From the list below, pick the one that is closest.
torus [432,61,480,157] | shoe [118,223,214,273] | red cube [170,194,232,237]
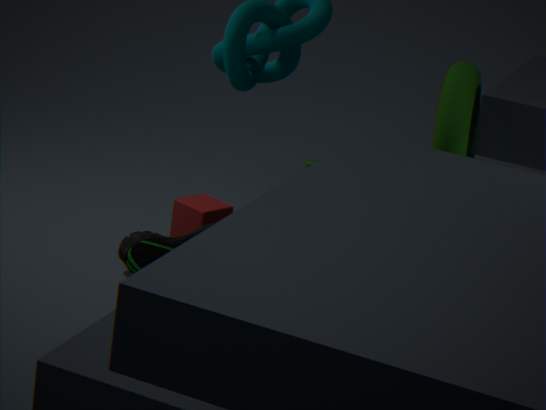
torus [432,61,480,157]
